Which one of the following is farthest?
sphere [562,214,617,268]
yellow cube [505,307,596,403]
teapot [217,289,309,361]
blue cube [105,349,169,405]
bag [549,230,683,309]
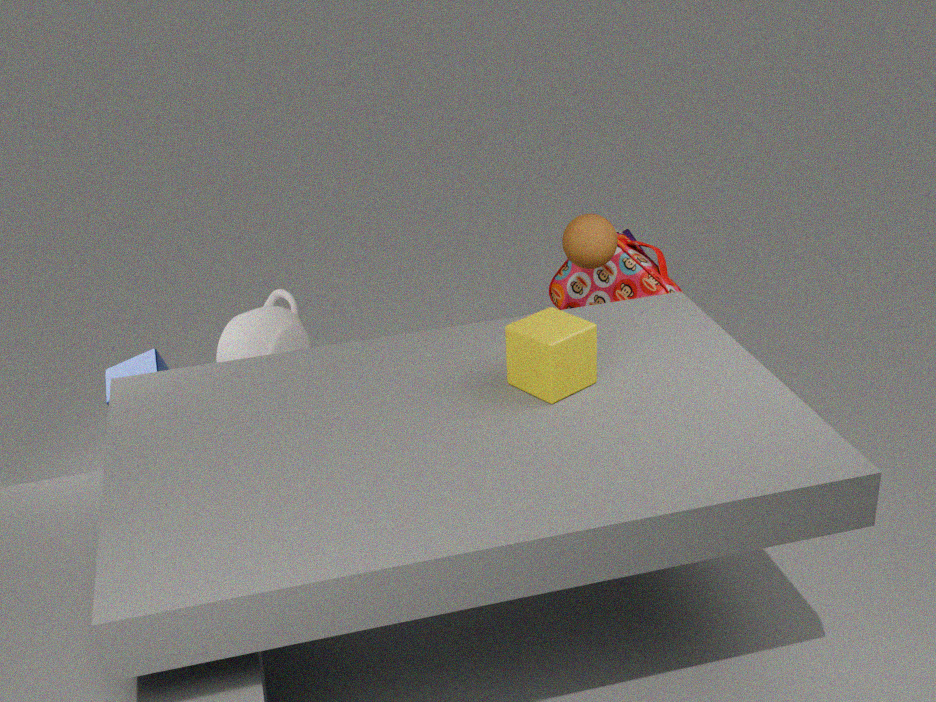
bag [549,230,683,309]
